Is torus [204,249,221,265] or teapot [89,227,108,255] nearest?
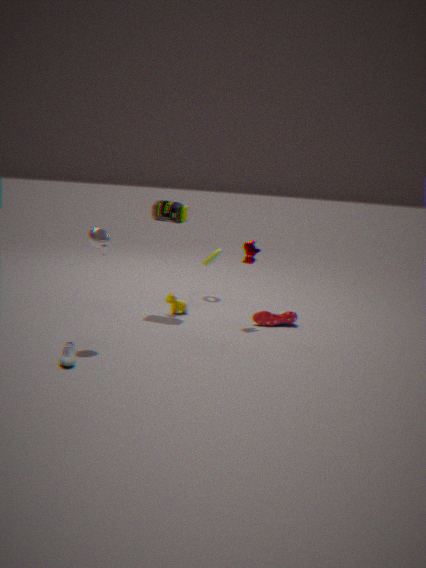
teapot [89,227,108,255]
